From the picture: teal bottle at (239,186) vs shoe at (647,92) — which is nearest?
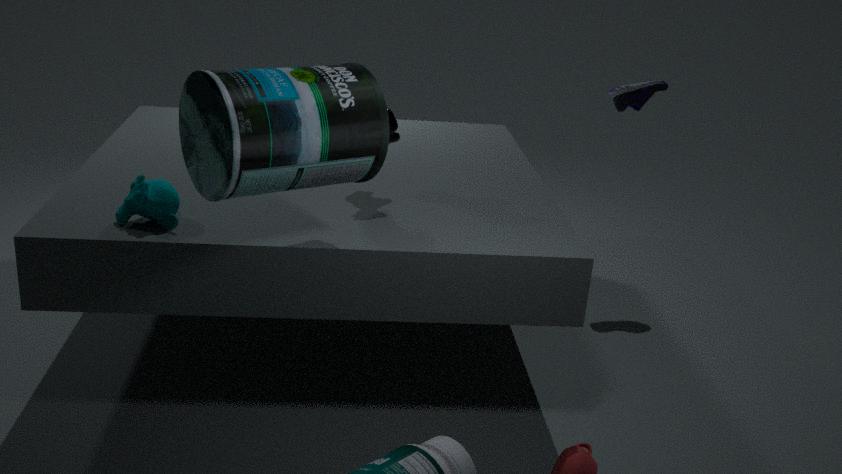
teal bottle at (239,186)
